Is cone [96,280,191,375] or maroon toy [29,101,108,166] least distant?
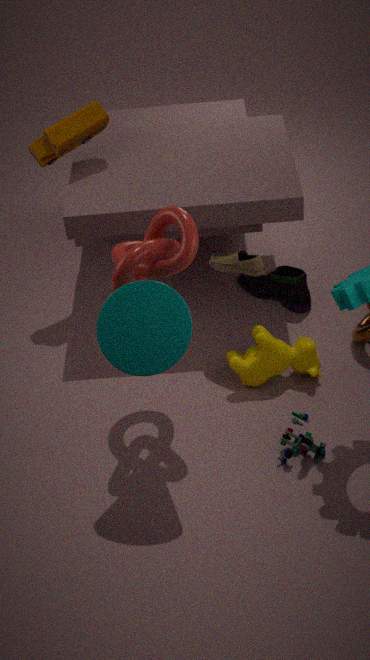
cone [96,280,191,375]
